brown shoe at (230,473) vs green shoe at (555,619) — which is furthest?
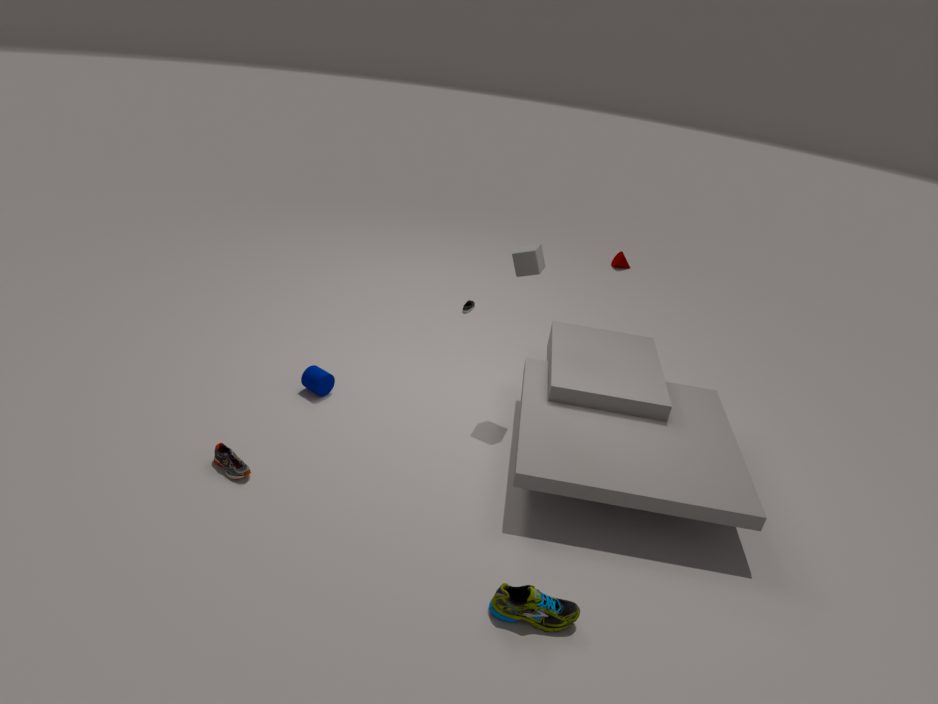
brown shoe at (230,473)
